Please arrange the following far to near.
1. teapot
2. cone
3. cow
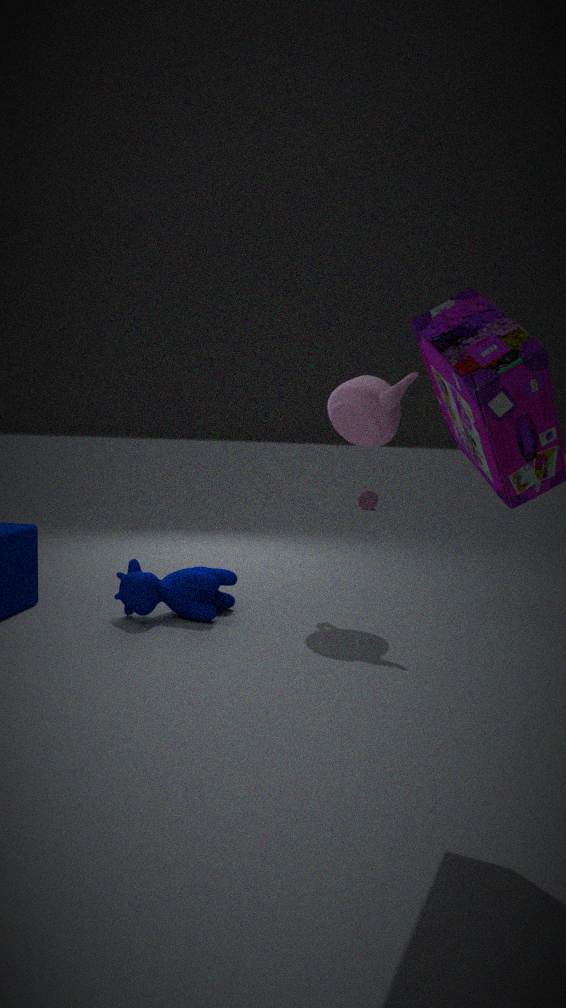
cone, teapot, cow
